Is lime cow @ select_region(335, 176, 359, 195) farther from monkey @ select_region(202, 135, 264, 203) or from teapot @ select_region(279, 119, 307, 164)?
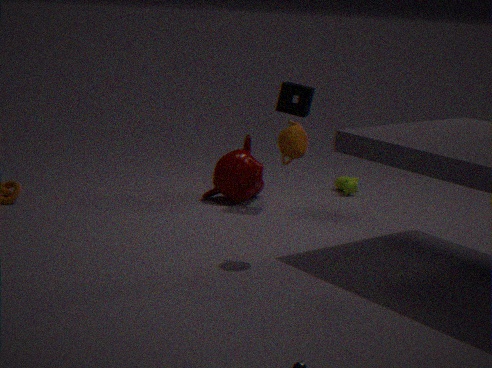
teapot @ select_region(279, 119, 307, 164)
